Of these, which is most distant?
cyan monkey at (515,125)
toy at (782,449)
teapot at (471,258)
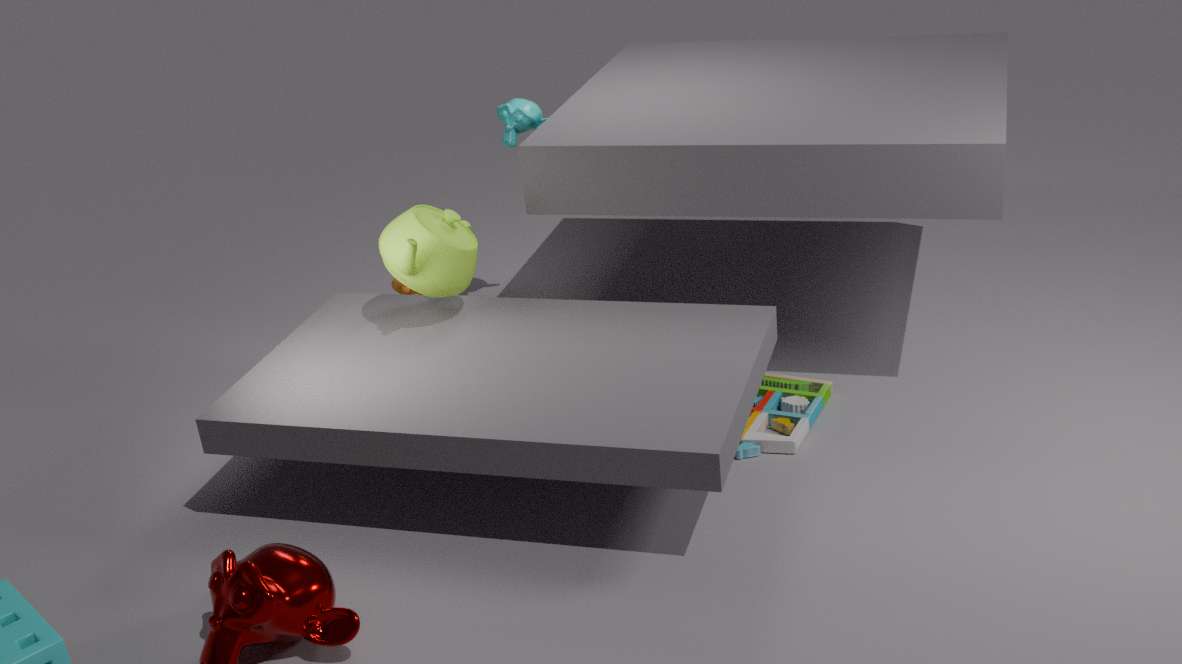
cyan monkey at (515,125)
